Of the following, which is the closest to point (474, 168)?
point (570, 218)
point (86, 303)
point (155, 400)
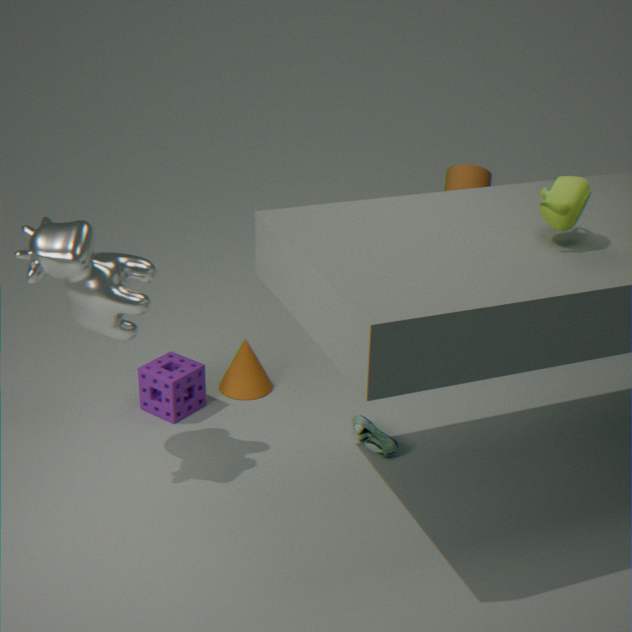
point (570, 218)
